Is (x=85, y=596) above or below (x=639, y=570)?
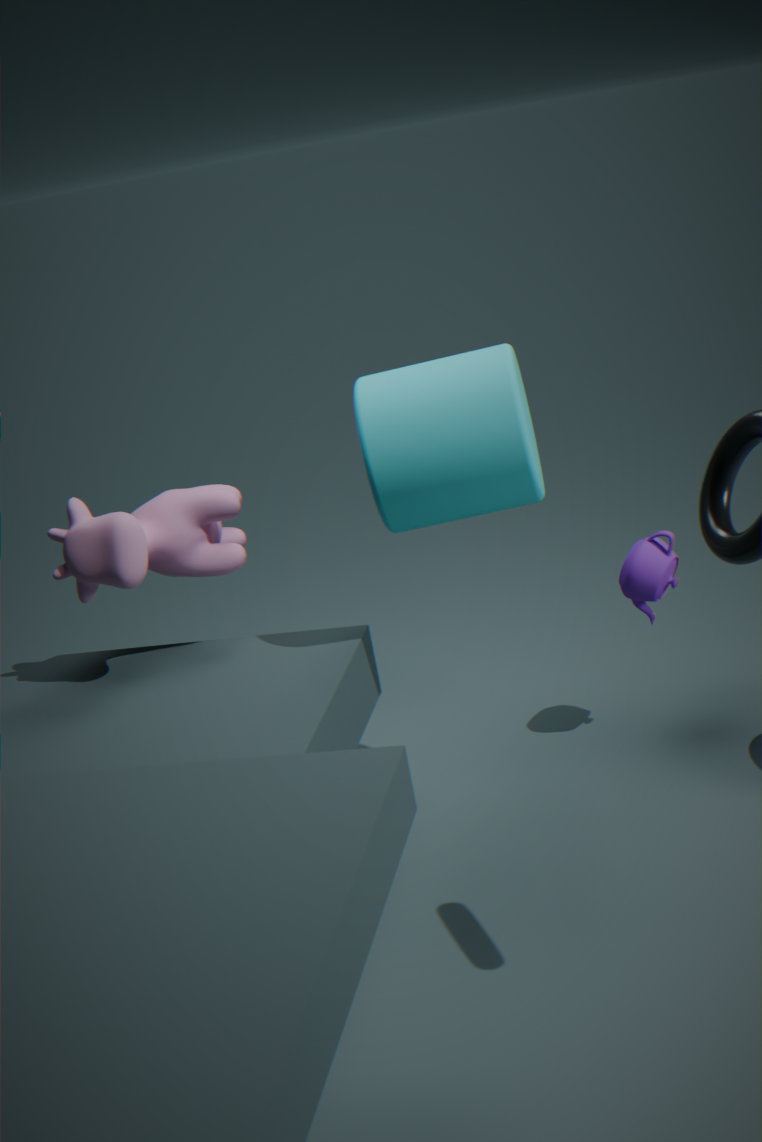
above
